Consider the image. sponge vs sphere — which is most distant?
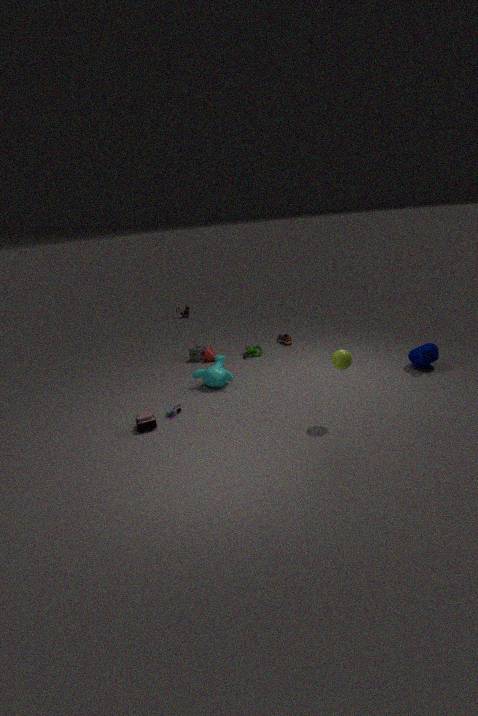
sponge
